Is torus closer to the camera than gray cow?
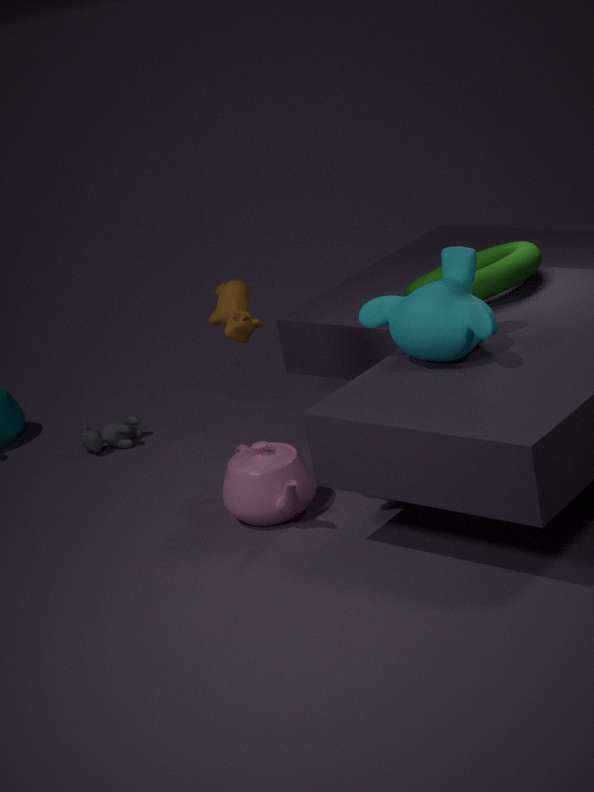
Yes
